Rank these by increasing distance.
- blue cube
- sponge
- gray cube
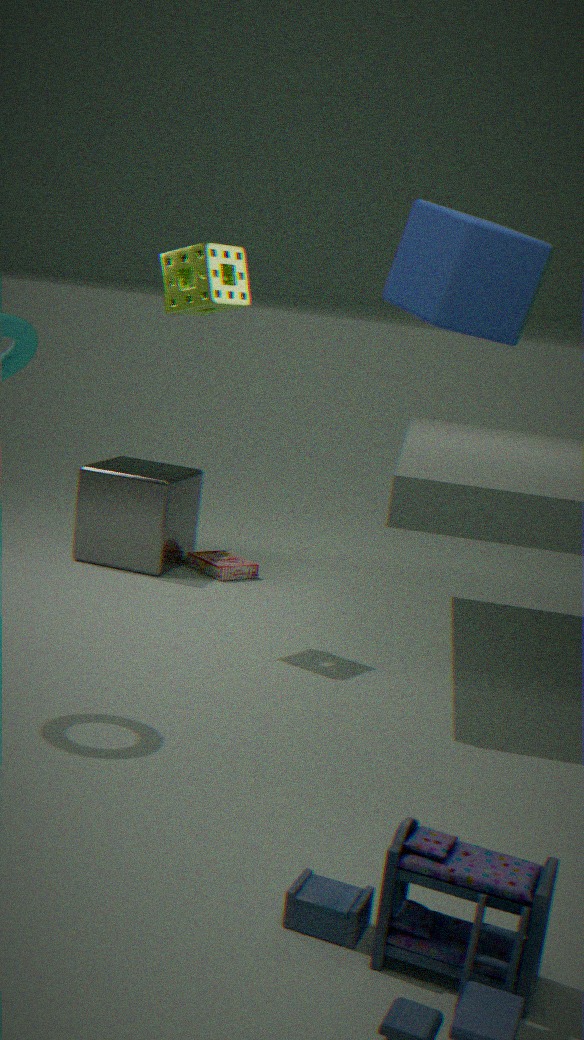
blue cube
sponge
gray cube
